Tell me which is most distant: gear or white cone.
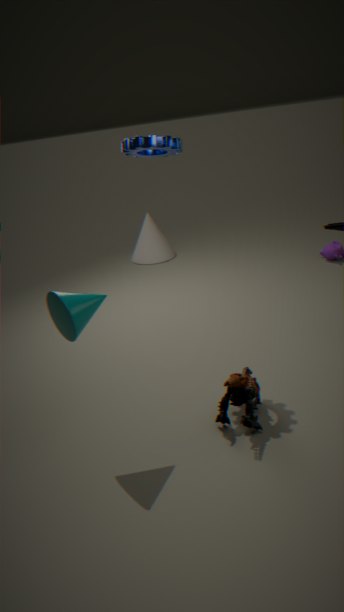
white cone
